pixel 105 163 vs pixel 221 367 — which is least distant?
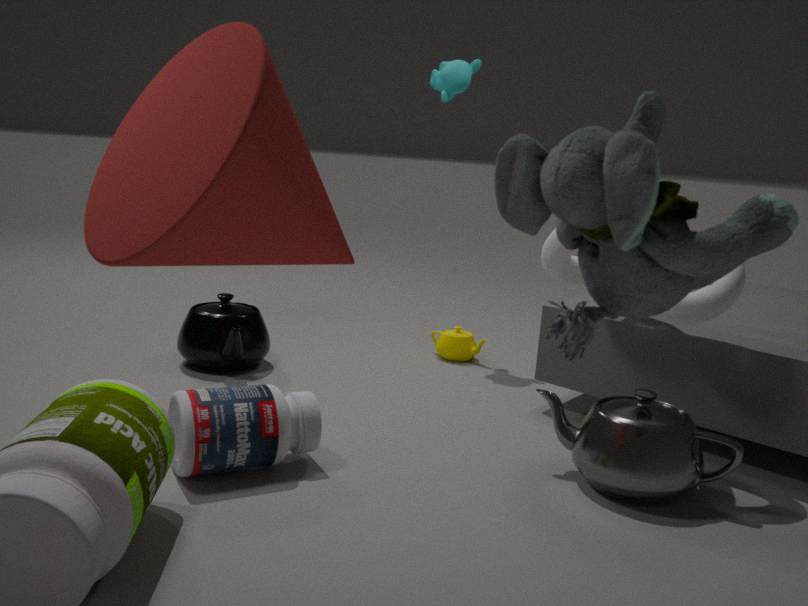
pixel 105 163
